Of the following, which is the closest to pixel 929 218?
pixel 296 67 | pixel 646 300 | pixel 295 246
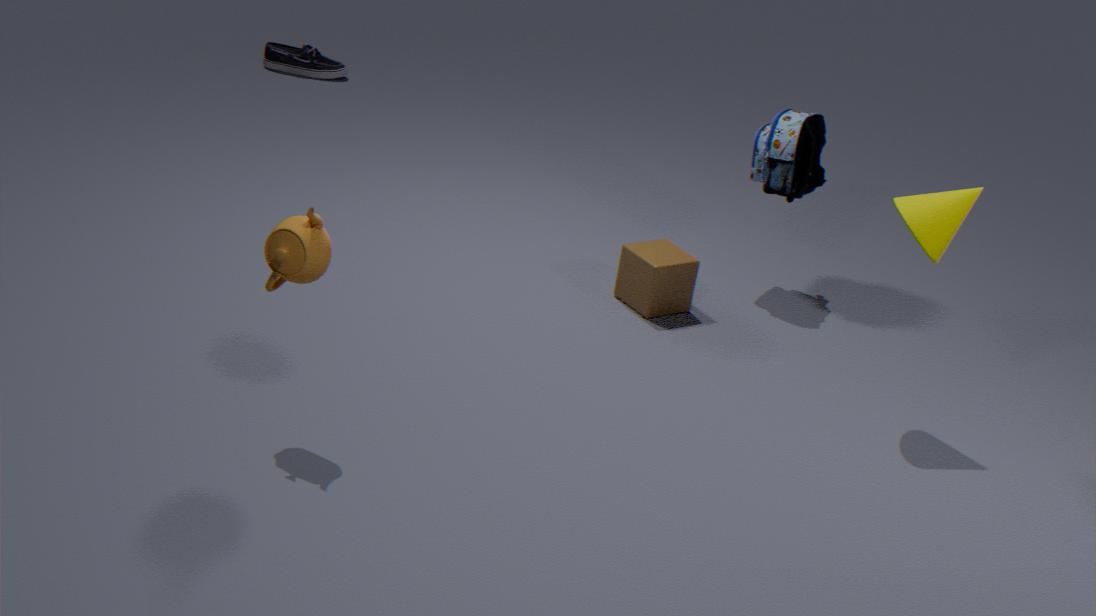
pixel 646 300
